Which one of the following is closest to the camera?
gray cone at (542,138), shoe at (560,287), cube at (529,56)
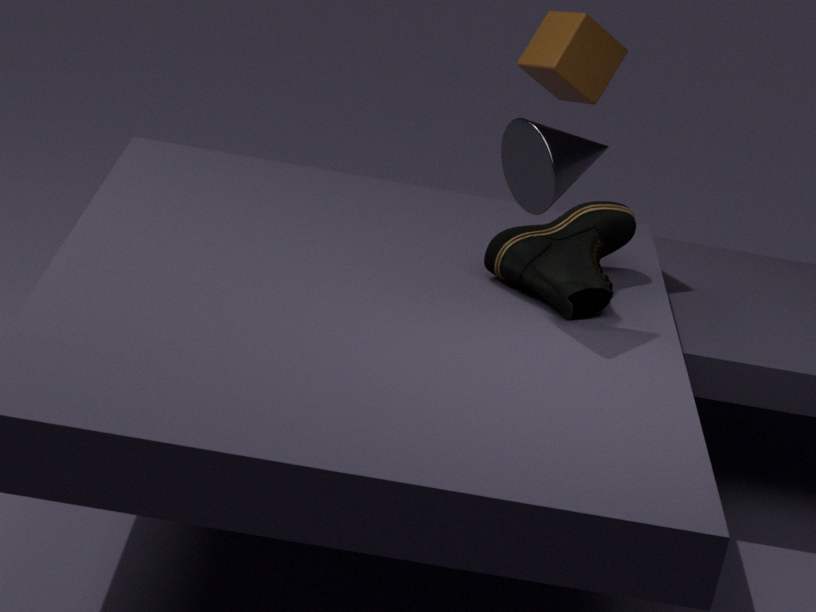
gray cone at (542,138)
